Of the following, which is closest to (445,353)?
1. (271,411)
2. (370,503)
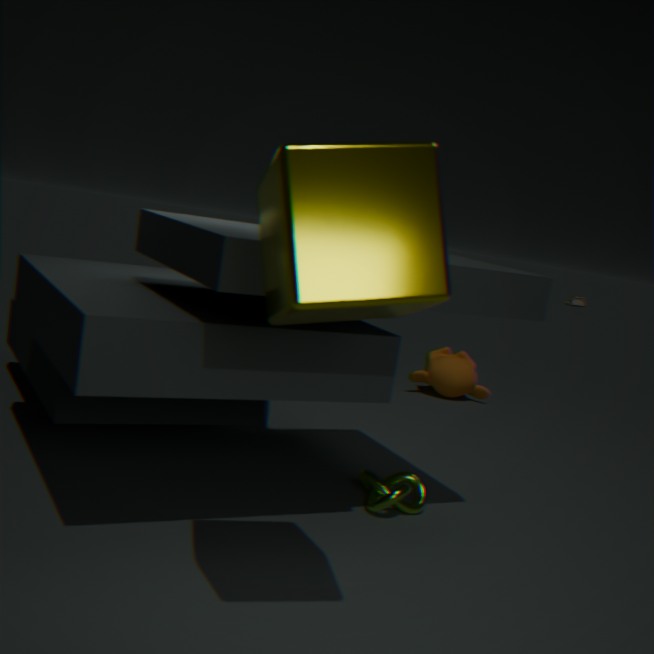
(271,411)
